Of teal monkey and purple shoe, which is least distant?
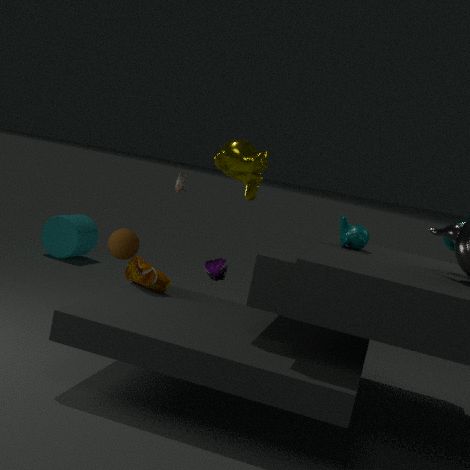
teal monkey
